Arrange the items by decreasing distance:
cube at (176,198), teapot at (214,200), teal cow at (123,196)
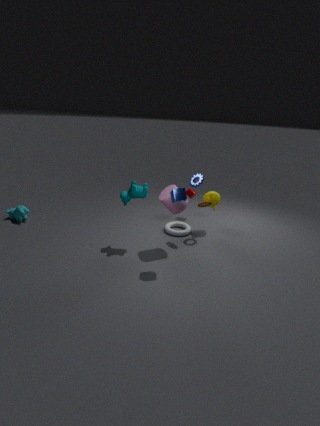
teapot at (214,200), teal cow at (123,196), cube at (176,198)
